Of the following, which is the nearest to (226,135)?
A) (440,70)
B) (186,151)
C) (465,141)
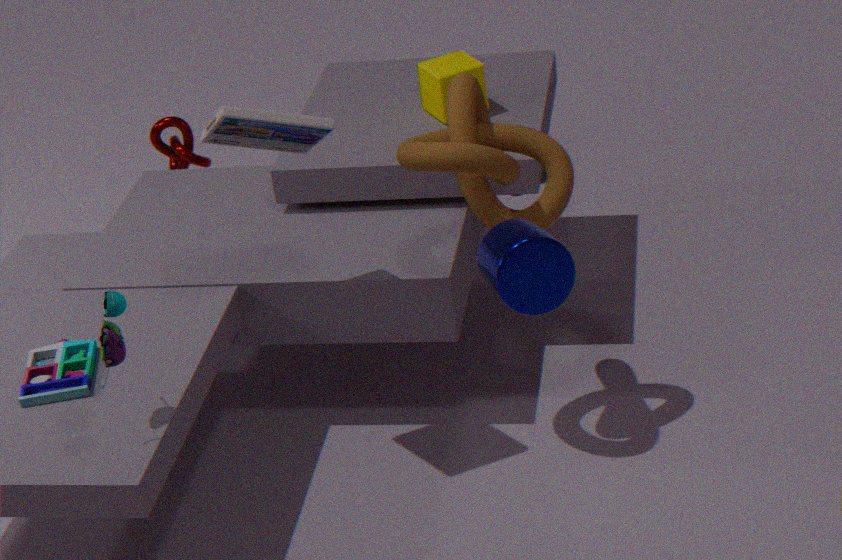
(465,141)
